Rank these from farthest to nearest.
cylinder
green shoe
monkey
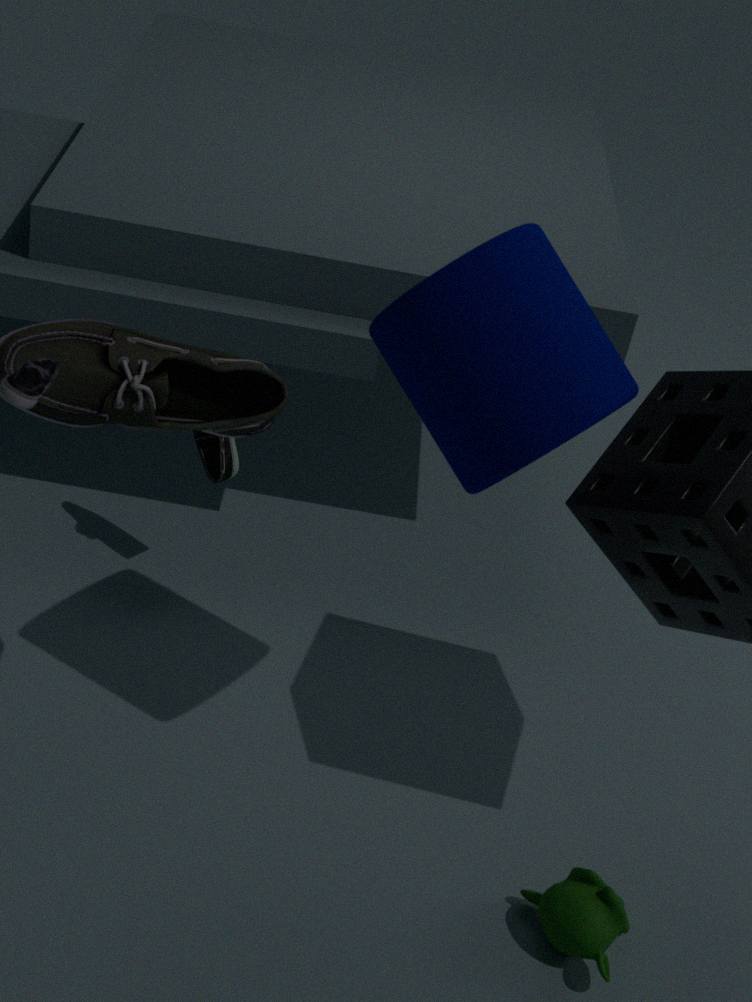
green shoe → monkey → cylinder
